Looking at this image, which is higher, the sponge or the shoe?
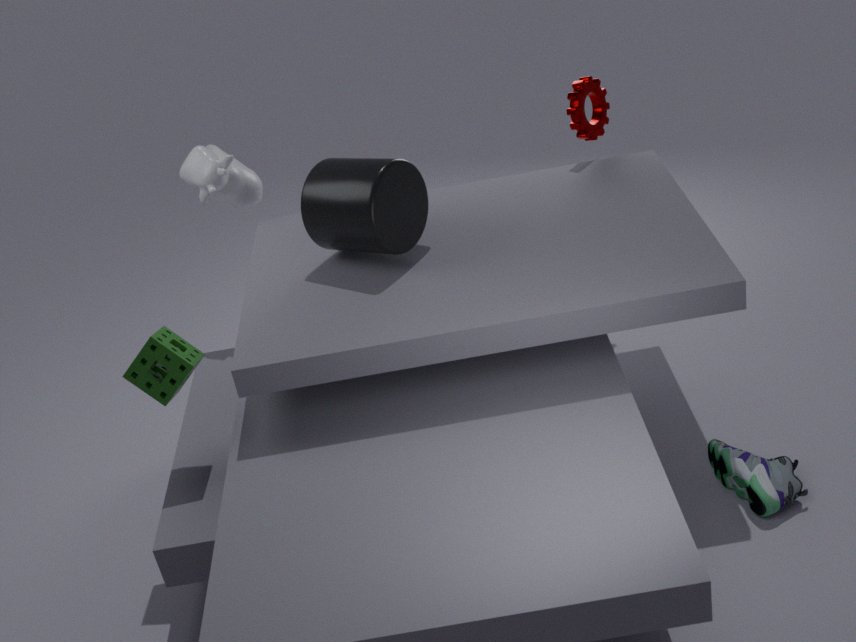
the sponge
